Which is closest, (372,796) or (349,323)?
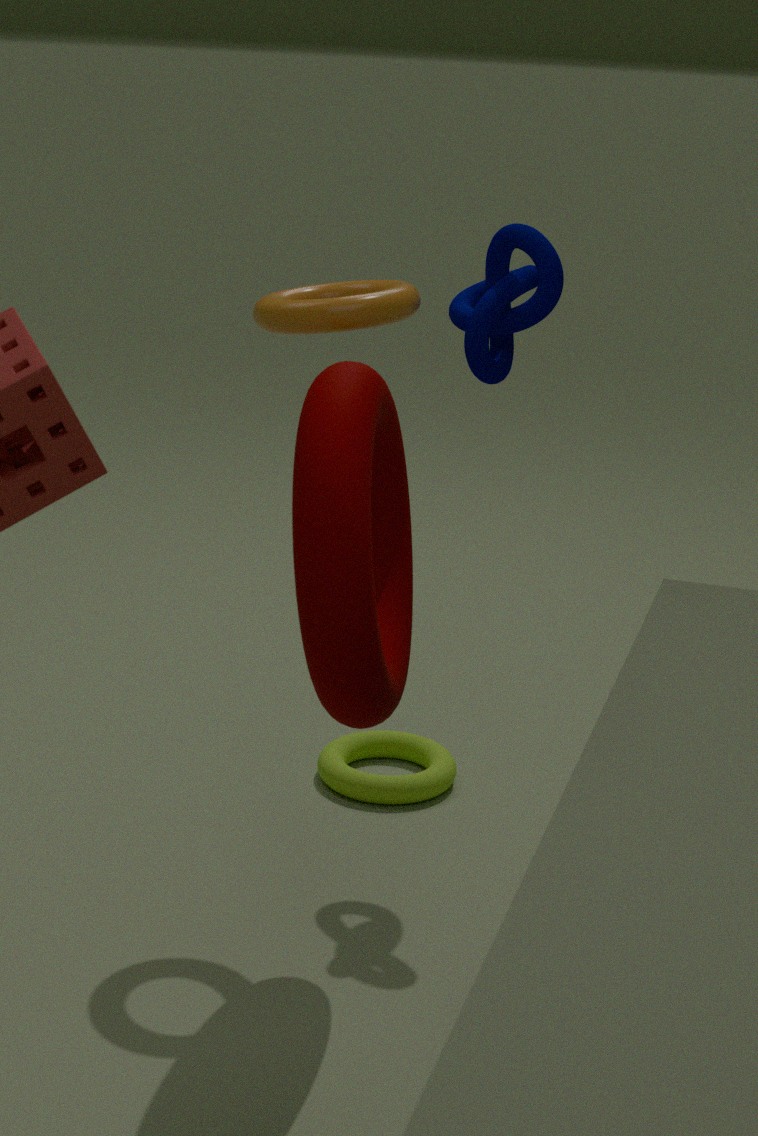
(349,323)
